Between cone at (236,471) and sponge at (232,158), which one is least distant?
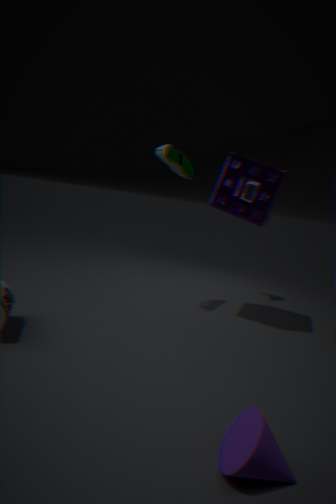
cone at (236,471)
